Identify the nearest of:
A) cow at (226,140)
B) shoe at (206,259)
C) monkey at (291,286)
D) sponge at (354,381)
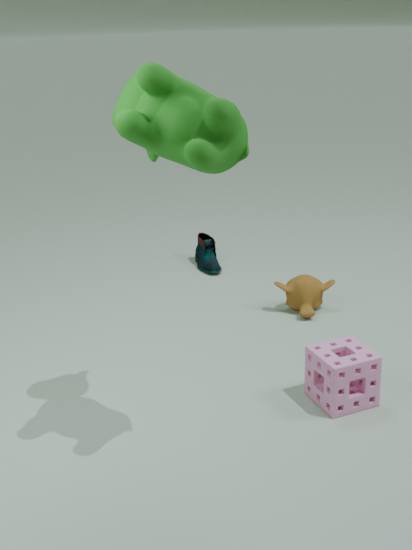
cow at (226,140)
